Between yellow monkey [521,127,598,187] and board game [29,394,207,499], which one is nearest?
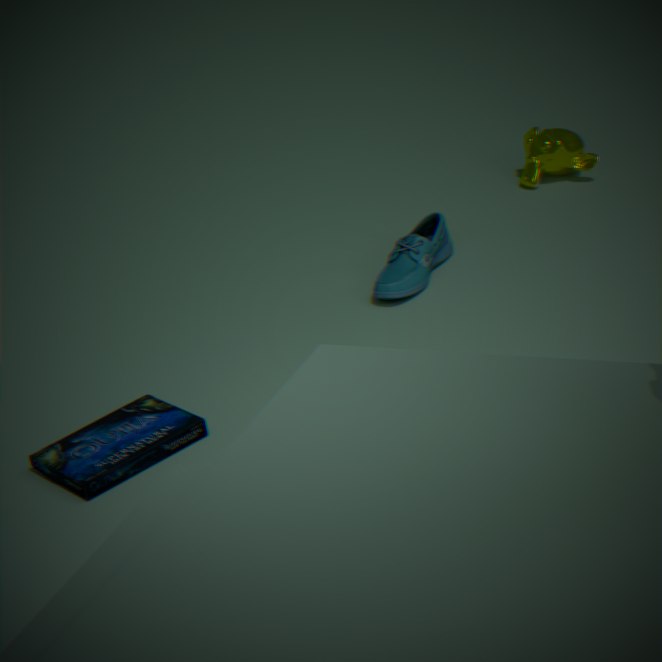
board game [29,394,207,499]
